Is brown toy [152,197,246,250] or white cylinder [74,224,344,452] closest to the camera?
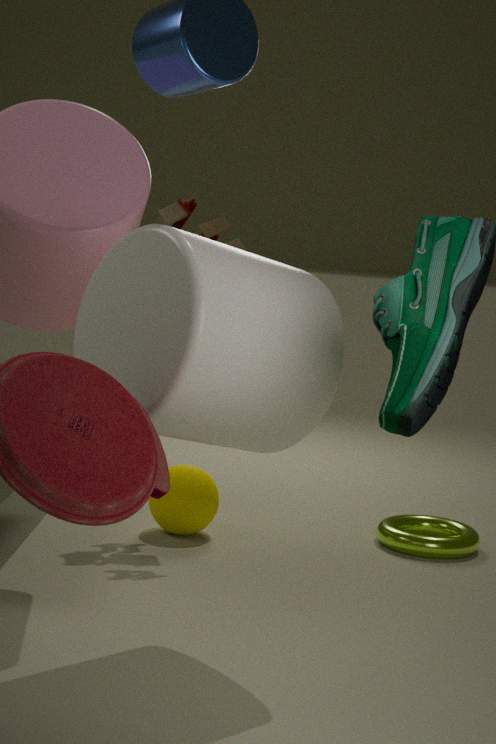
white cylinder [74,224,344,452]
